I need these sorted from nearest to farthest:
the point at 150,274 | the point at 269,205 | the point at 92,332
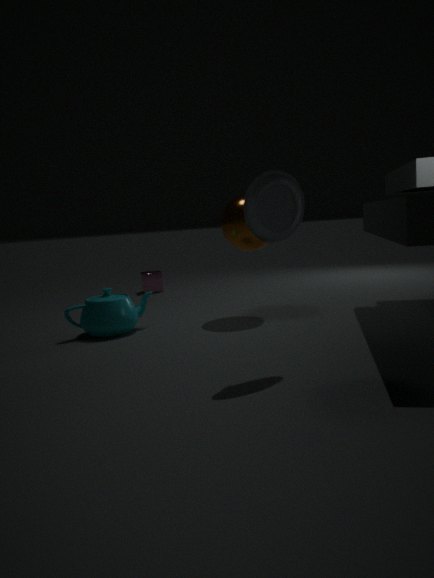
1. the point at 269,205
2. the point at 92,332
3. the point at 150,274
